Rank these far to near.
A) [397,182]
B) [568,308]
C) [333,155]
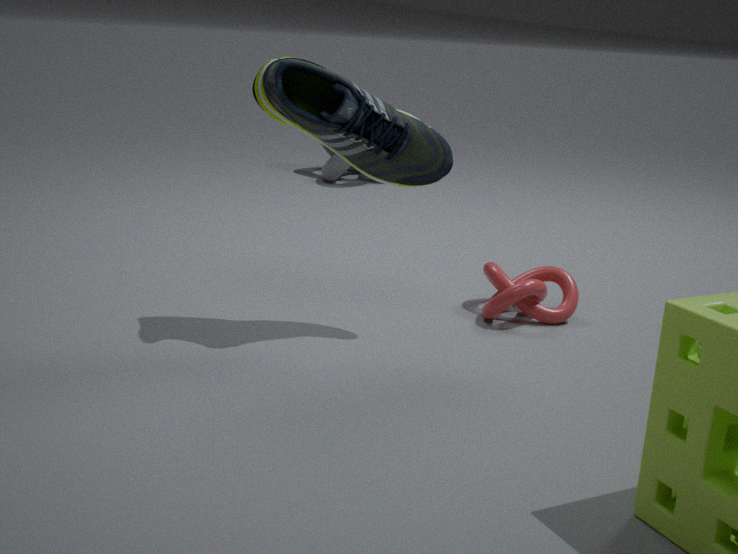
[333,155]
[568,308]
[397,182]
